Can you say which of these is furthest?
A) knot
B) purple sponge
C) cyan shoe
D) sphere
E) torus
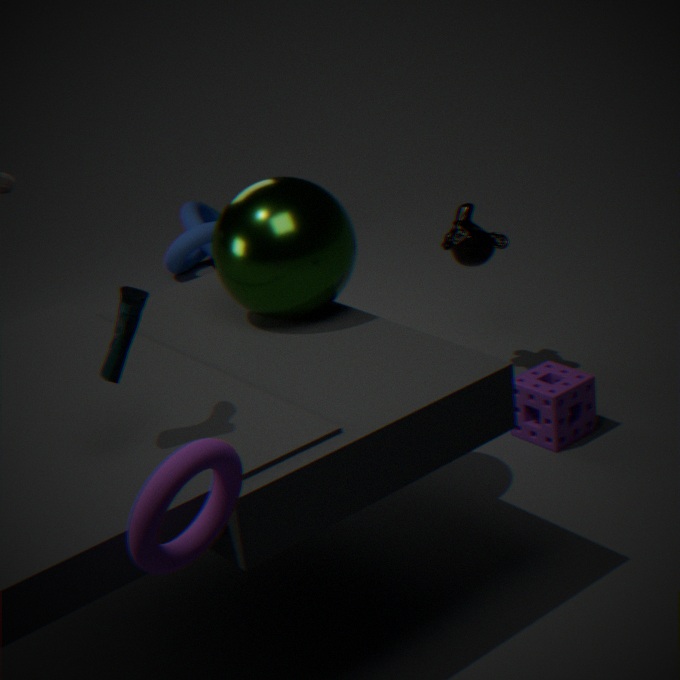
knot
